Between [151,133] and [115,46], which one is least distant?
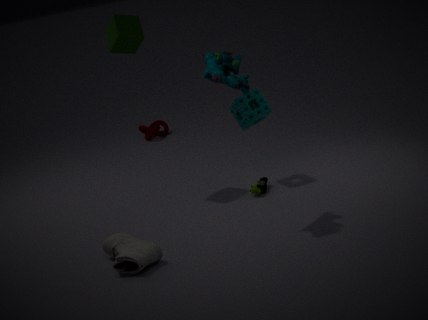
[115,46]
